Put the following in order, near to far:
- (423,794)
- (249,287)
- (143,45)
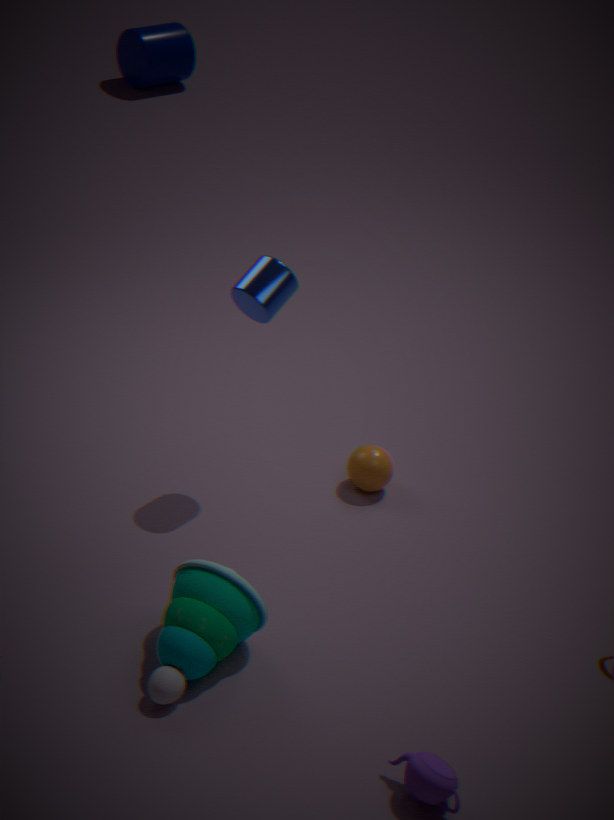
1. (423,794)
2. (249,287)
3. (143,45)
